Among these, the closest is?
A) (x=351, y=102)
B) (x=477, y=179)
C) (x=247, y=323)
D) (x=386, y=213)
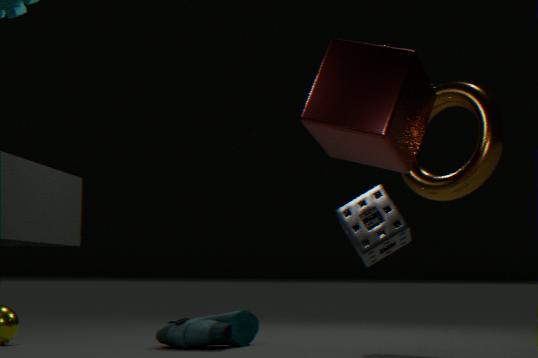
D. (x=386, y=213)
